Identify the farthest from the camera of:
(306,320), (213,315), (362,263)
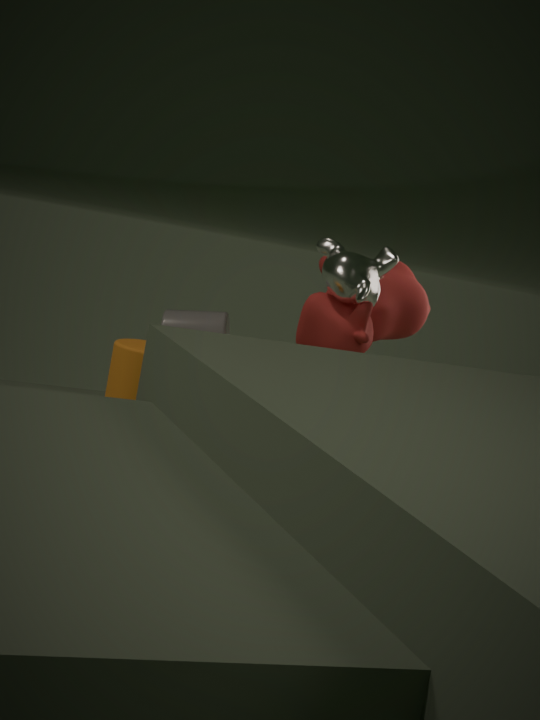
(213,315)
